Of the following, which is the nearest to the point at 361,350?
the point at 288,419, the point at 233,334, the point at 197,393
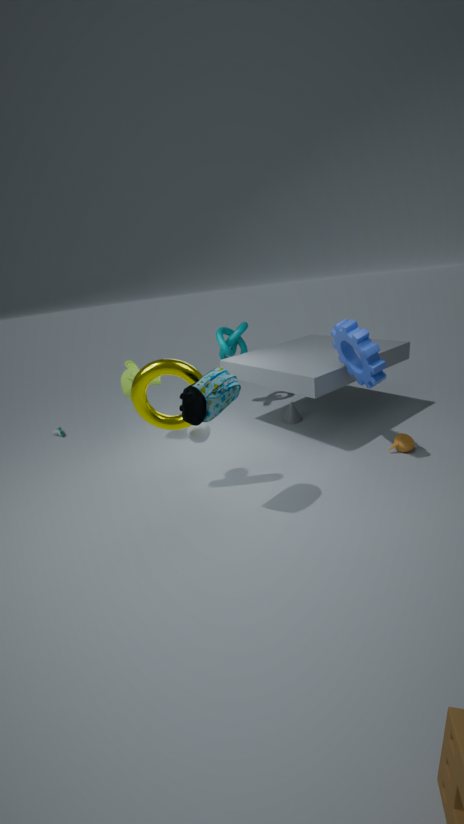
the point at 197,393
